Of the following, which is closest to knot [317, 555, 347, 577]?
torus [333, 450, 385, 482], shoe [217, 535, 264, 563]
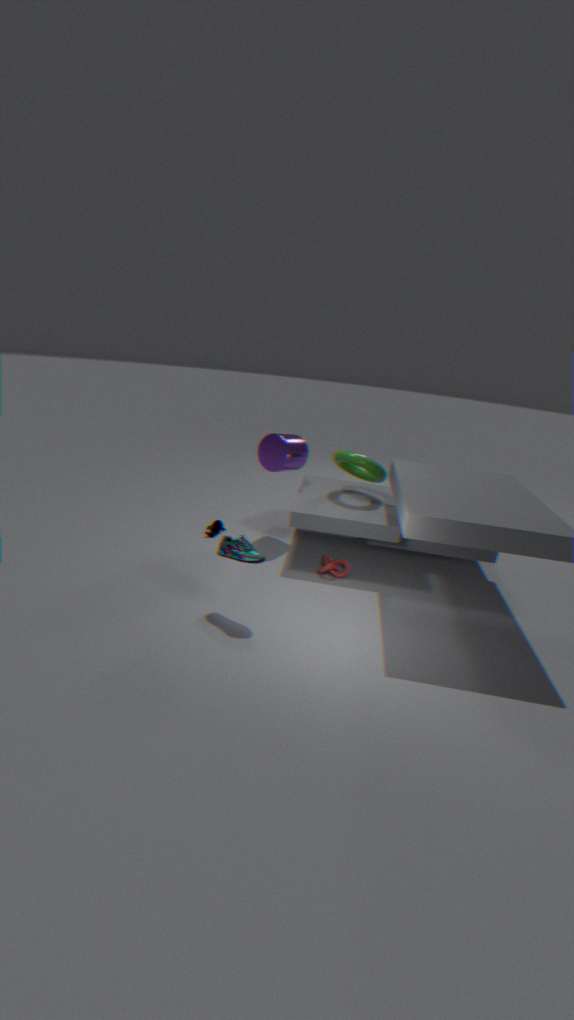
torus [333, 450, 385, 482]
